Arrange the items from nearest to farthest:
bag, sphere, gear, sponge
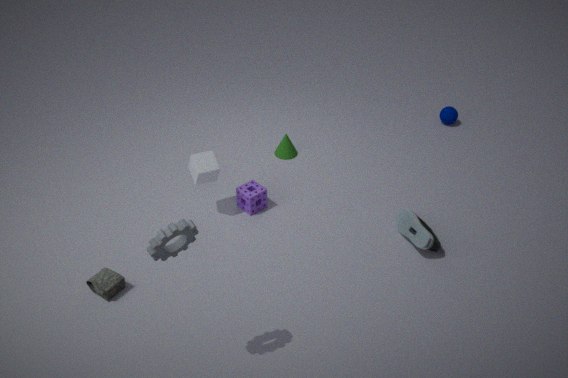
gear → bag → sponge → sphere
